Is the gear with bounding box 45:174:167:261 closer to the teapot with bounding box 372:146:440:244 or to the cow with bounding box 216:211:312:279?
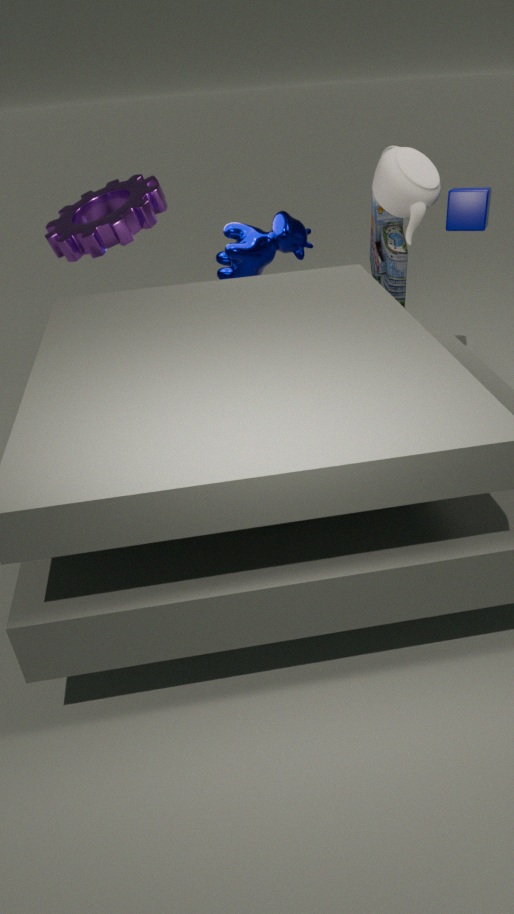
the cow with bounding box 216:211:312:279
